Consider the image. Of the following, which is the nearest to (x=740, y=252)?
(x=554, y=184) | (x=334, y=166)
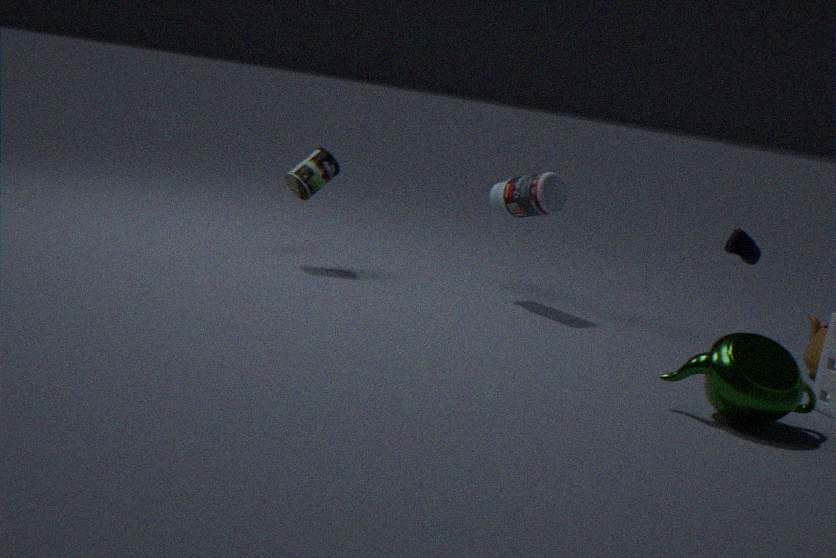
(x=554, y=184)
